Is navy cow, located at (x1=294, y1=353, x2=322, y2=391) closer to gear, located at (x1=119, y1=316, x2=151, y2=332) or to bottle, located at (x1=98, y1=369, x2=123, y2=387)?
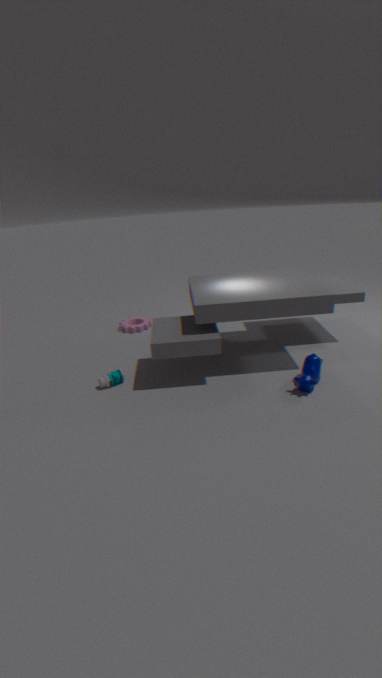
bottle, located at (x1=98, y1=369, x2=123, y2=387)
